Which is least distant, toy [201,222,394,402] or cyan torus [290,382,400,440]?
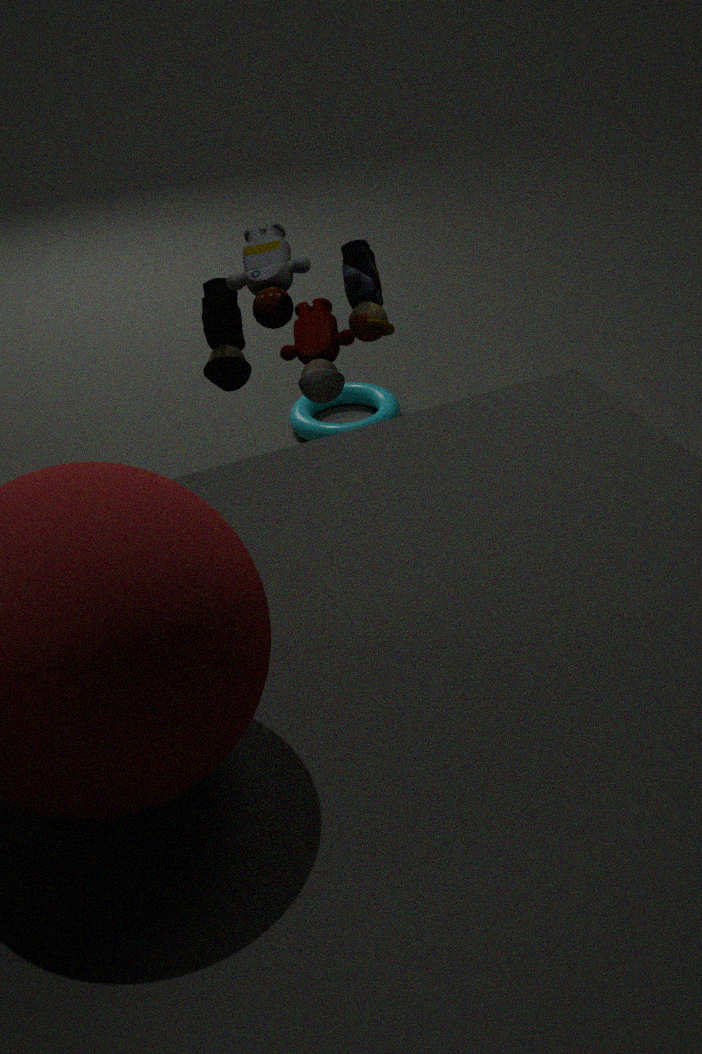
toy [201,222,394,402]
